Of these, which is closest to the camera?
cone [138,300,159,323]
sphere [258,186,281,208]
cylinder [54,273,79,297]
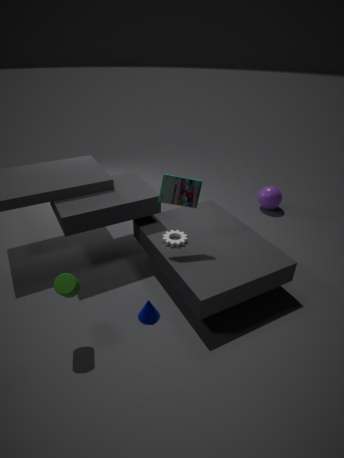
cylinder [54,273,79,297]
